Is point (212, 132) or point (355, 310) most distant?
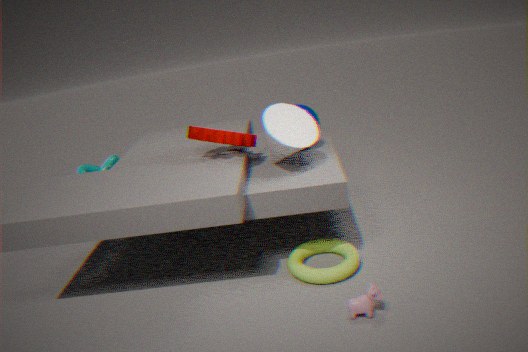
point (212, 132)
